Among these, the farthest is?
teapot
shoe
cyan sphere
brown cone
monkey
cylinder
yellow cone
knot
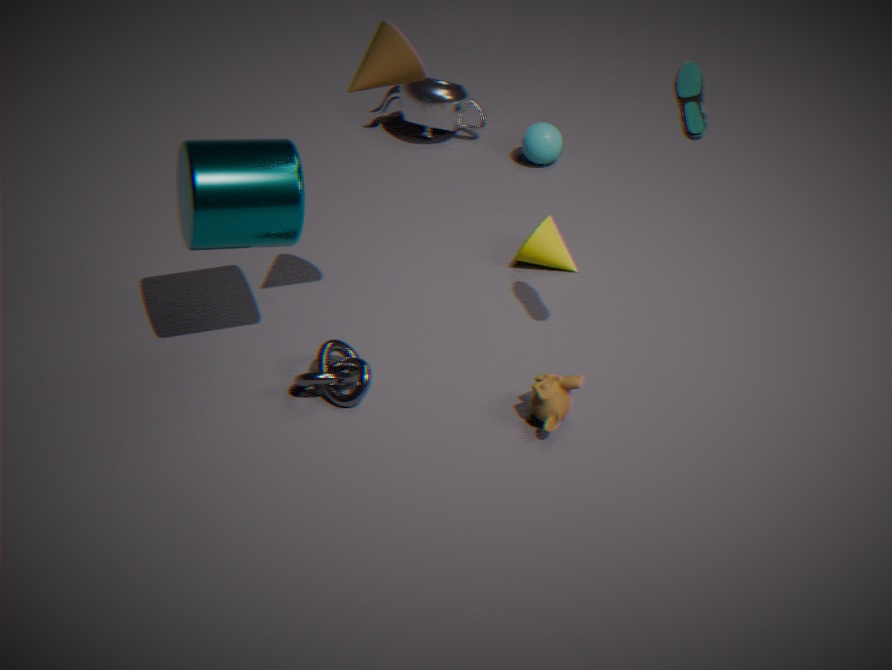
teapot
